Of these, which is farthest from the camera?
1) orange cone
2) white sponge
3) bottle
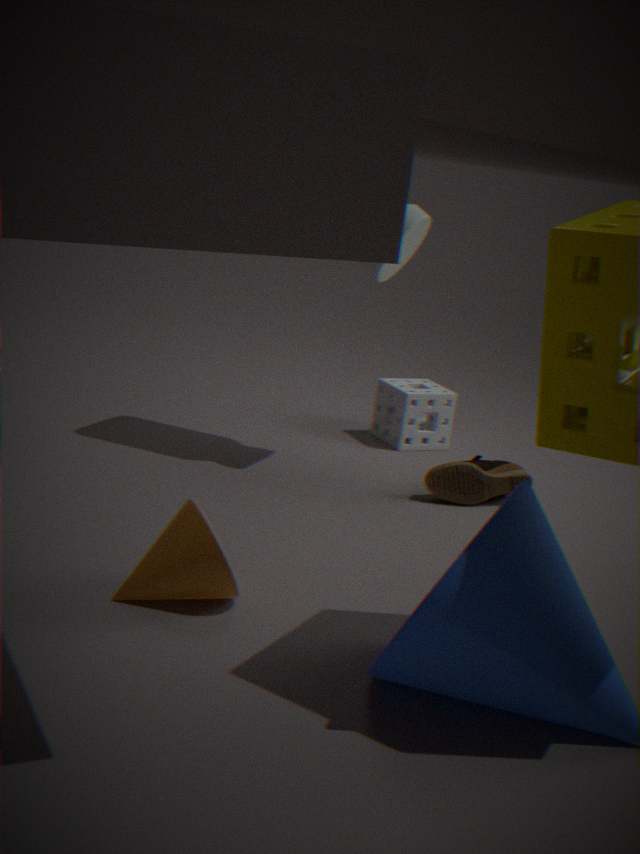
2. white sponge
